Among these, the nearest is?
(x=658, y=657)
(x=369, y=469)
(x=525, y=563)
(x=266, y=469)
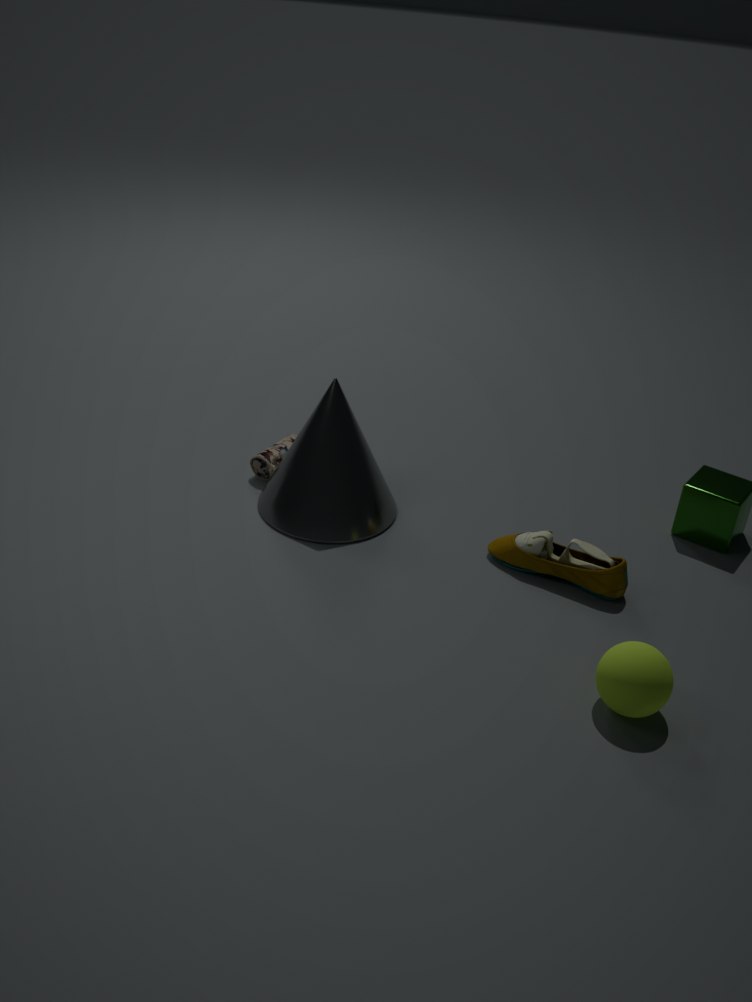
(x=658, y=657)
